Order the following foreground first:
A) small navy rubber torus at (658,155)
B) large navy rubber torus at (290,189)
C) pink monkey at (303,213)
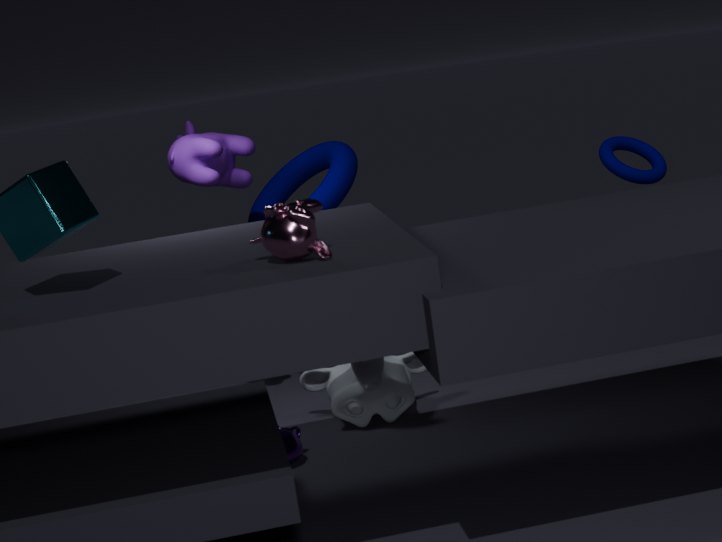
pink monkey at (303,213), small navy rubber torus at (658,155), large navy rubber torus at (290,189)
